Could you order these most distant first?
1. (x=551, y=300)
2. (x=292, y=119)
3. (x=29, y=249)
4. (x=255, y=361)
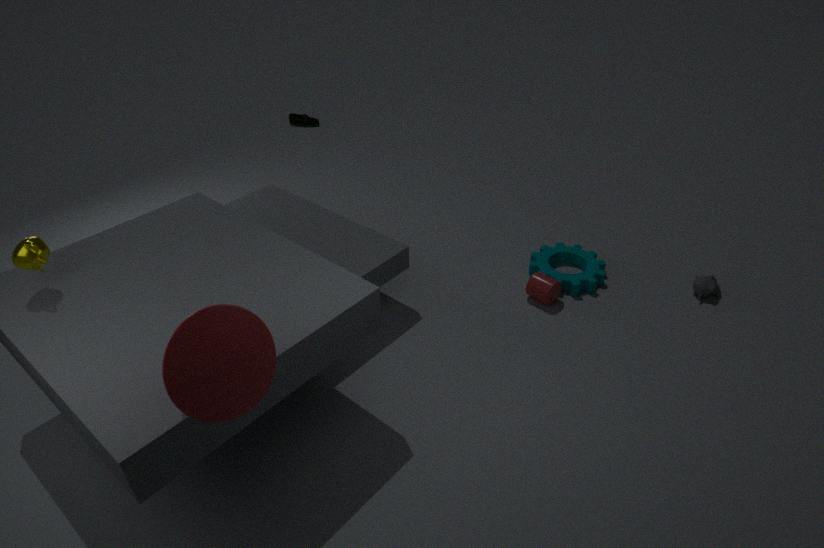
1. (x=292, y=119)
2. (x=551, y=300)
3. (x=29, y=249)
4. (x=255, y=361)
